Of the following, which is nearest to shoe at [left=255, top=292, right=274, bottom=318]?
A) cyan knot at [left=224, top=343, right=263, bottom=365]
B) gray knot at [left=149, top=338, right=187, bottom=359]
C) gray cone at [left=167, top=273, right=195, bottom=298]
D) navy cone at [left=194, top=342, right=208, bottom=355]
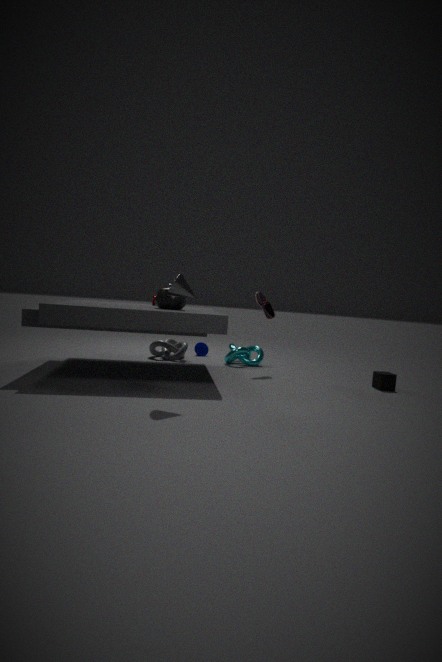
cyan knot at [left=224, top=343, right=263, bottom=365]
